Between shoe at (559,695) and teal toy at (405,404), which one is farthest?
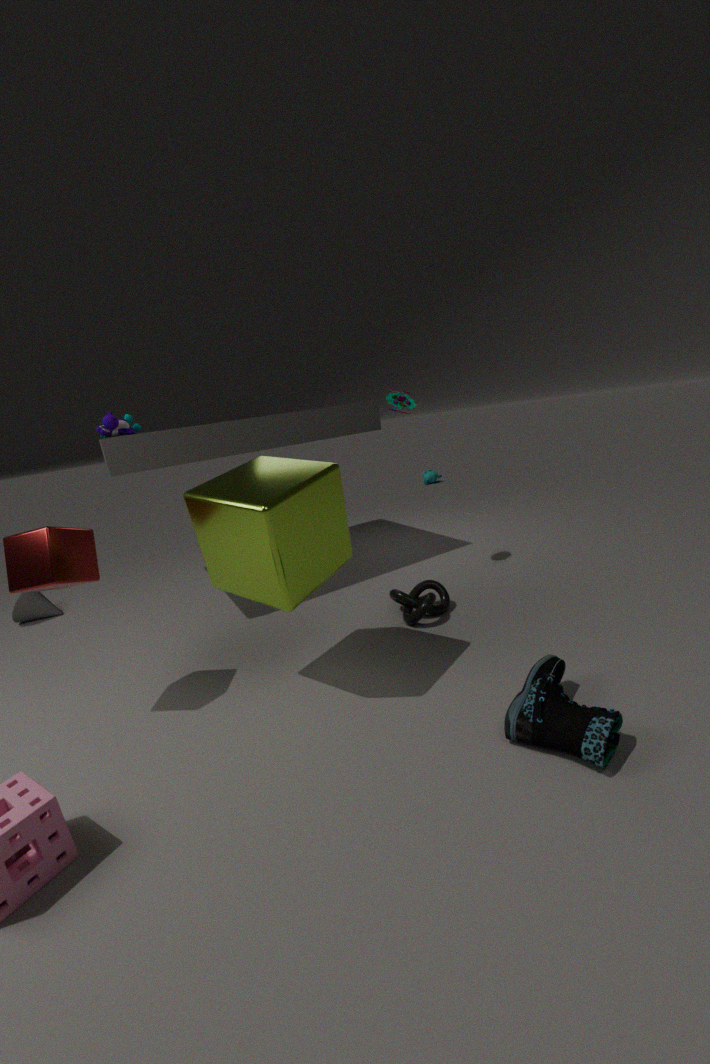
teal toy at (405,404)
